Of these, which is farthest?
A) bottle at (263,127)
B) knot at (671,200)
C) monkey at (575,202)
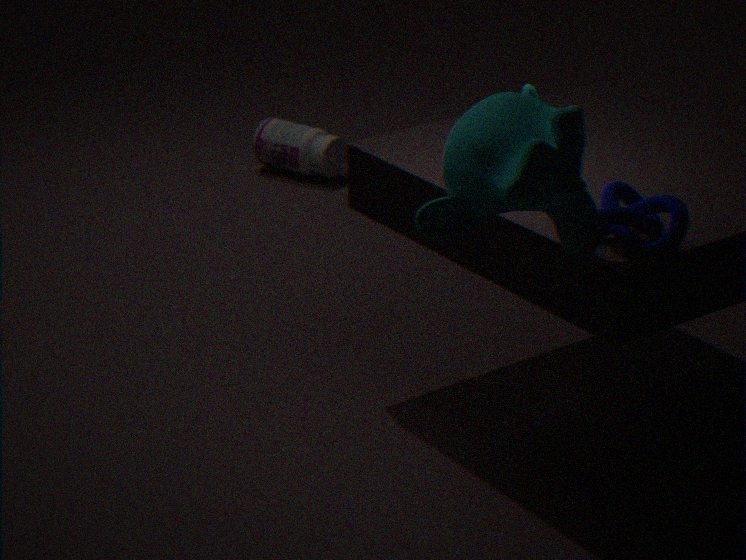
bottle at (263,127)
